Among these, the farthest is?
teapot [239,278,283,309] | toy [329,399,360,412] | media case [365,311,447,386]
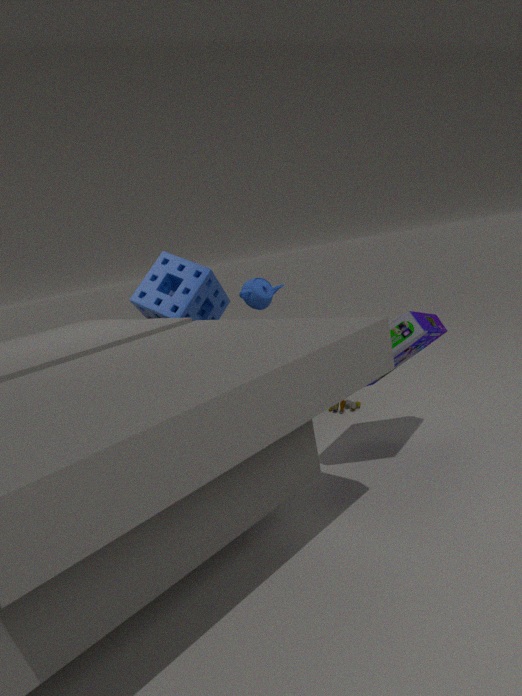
toy [329,399,360,412]
